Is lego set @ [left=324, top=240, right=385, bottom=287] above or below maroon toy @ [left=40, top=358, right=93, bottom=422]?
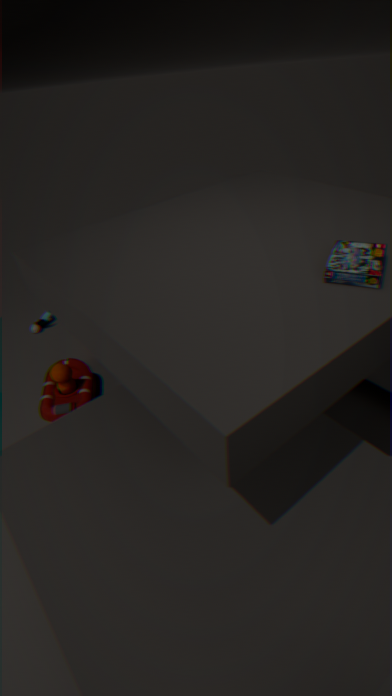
above
